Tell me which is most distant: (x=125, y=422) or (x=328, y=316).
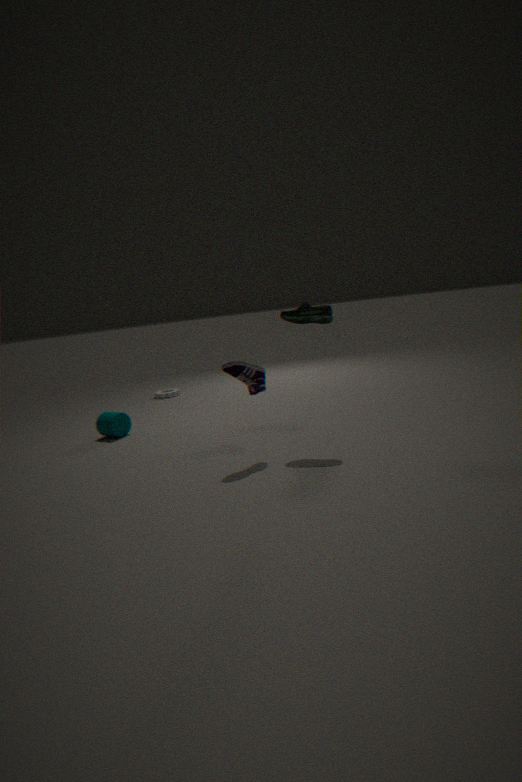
(x=125, y=422)
